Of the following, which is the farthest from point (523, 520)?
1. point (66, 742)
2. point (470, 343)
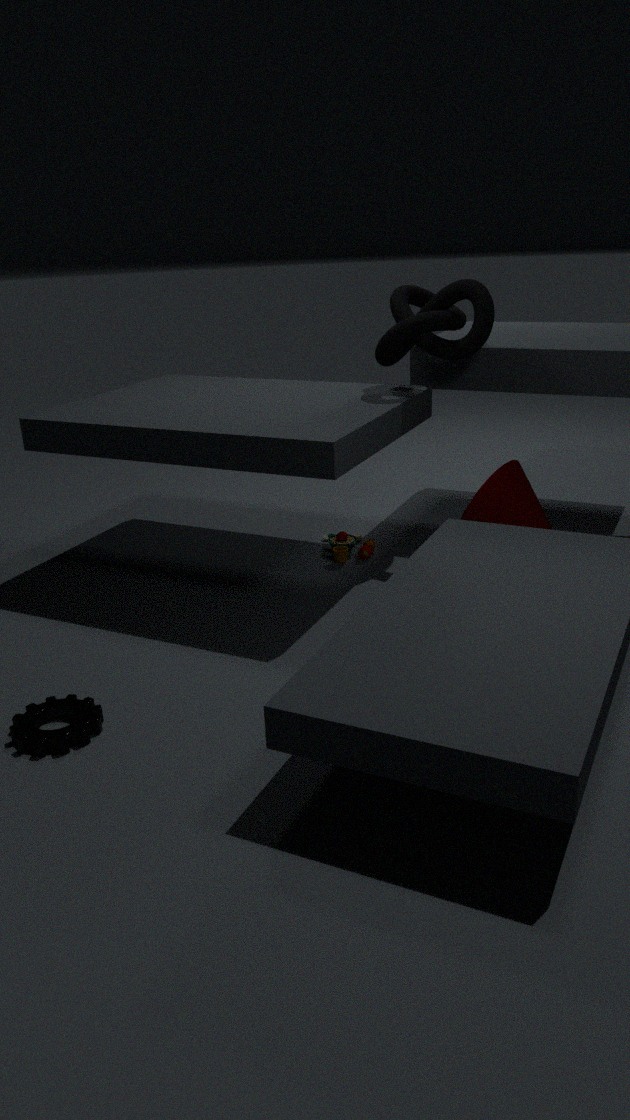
point (66, 742)
